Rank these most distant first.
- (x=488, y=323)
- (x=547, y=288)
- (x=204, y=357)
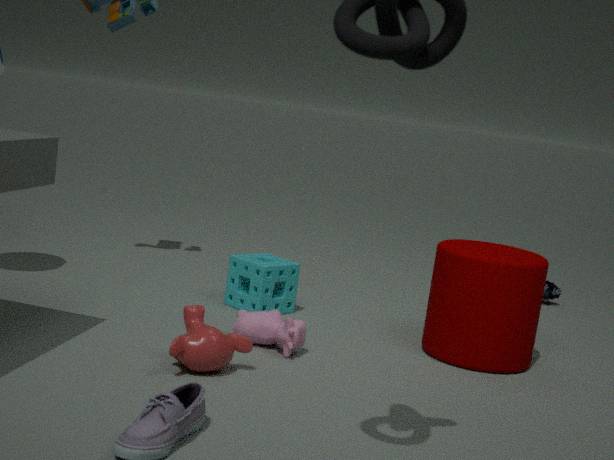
(x=547, y=288) → (x=488, y=323) → (x=204, y=357)
